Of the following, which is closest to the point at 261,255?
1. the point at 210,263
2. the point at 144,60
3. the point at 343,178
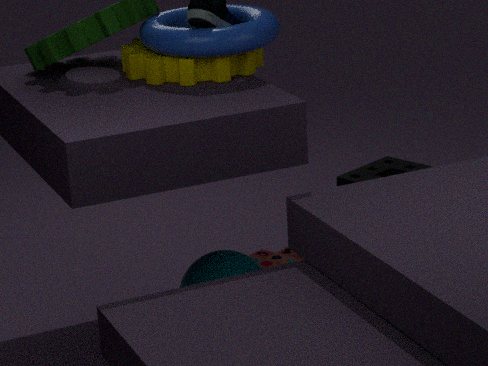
the point at 343,178
